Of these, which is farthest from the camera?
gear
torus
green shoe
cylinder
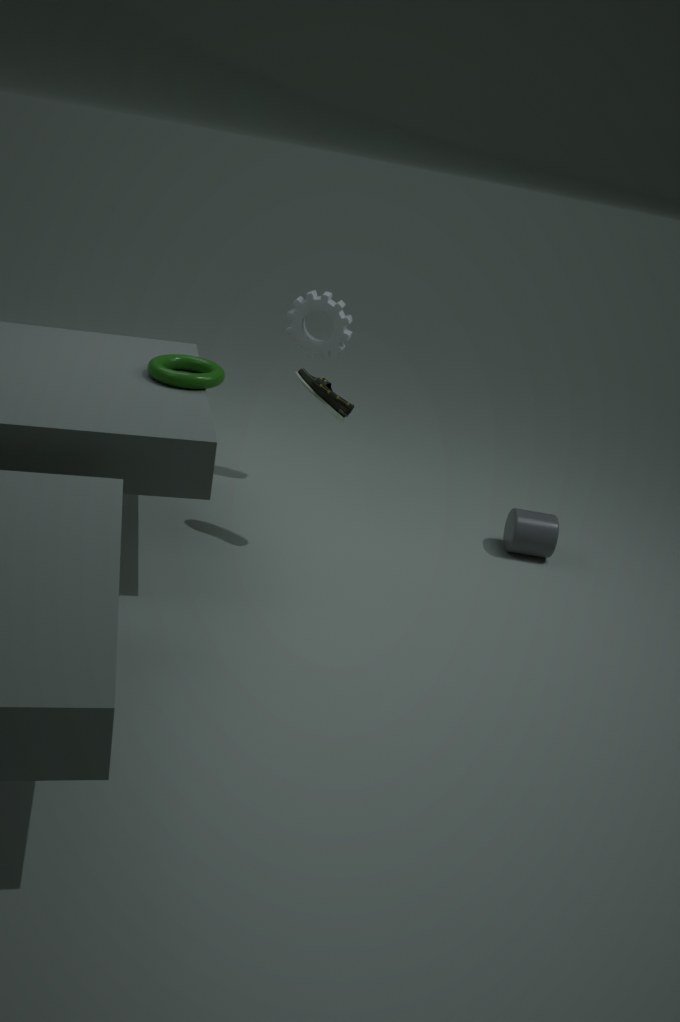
gear
